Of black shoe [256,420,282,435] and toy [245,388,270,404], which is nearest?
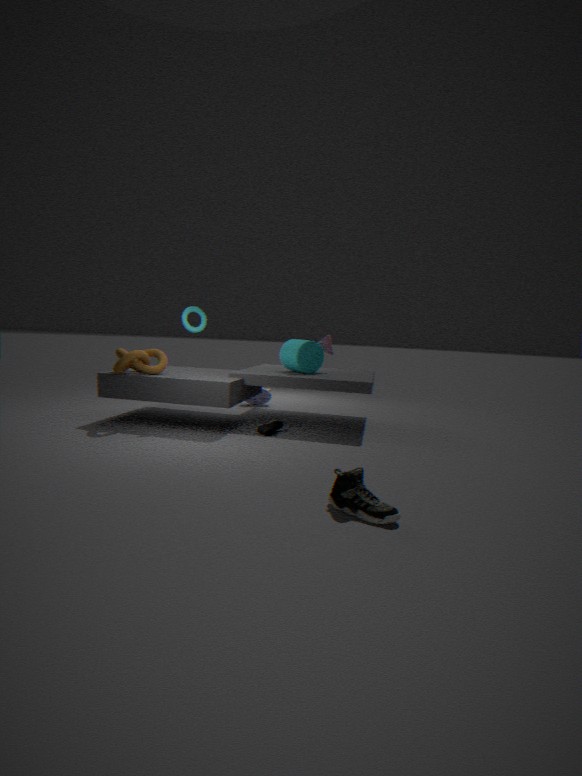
black shoe [256,420,282,435]
